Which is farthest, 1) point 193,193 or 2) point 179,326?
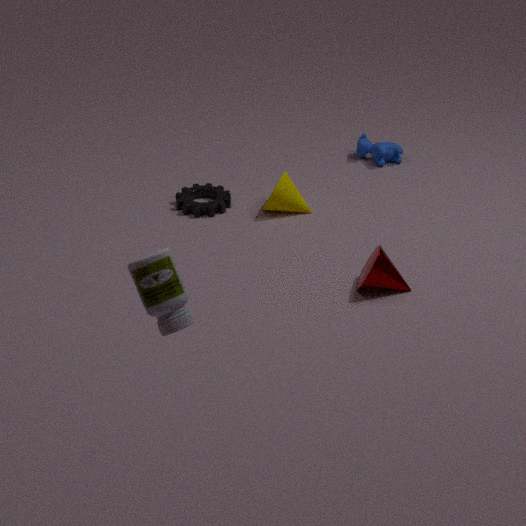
1. point 193,193
